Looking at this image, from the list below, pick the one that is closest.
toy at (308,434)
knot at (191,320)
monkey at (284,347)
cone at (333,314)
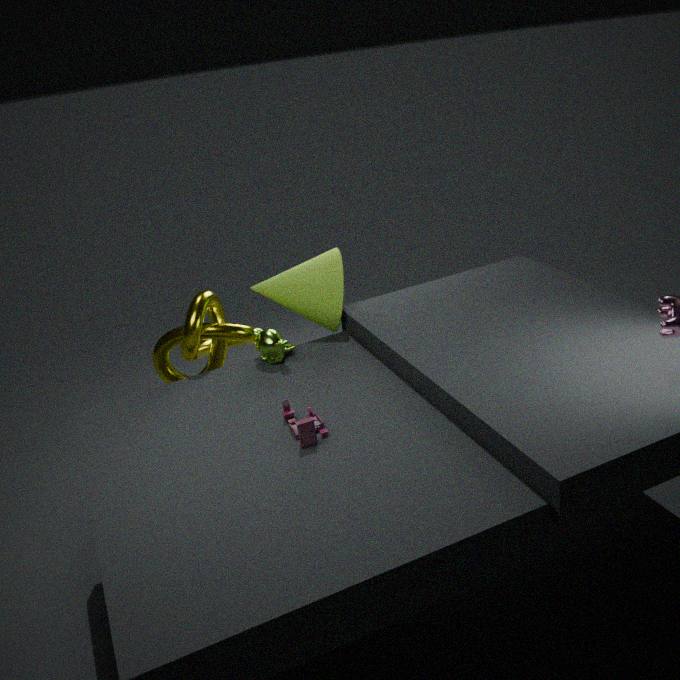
toy at (308,434)
